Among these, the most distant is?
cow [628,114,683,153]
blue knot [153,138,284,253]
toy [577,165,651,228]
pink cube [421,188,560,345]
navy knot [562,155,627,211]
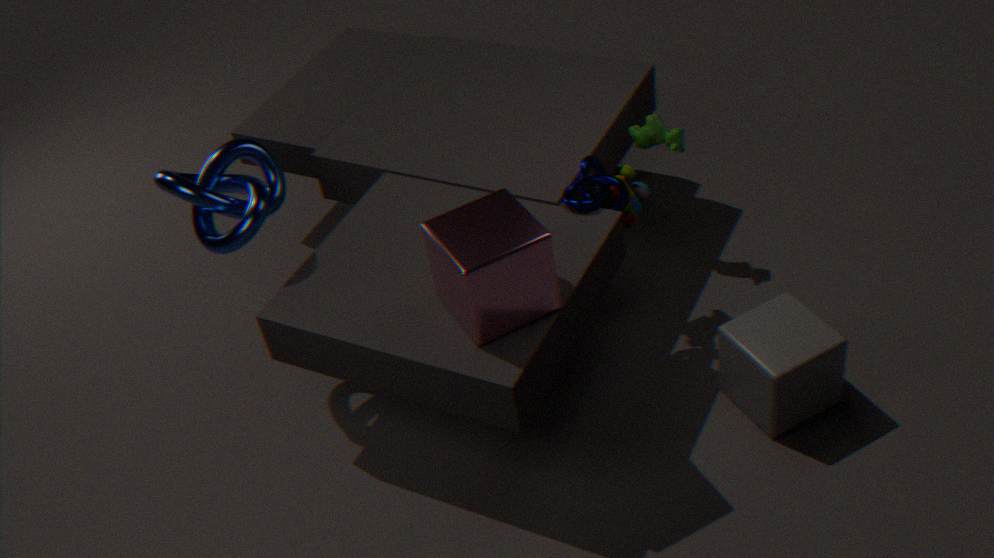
cow [628,114,683,153]
